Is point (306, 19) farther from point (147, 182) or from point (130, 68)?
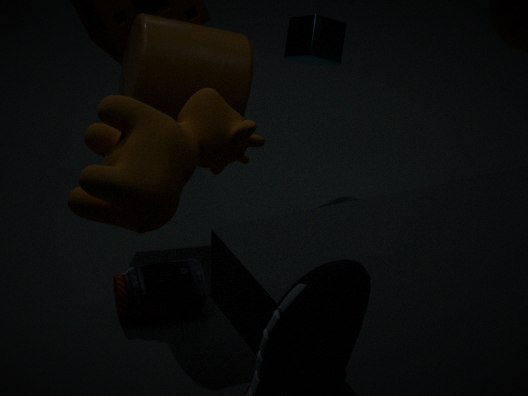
point (147, 182)
